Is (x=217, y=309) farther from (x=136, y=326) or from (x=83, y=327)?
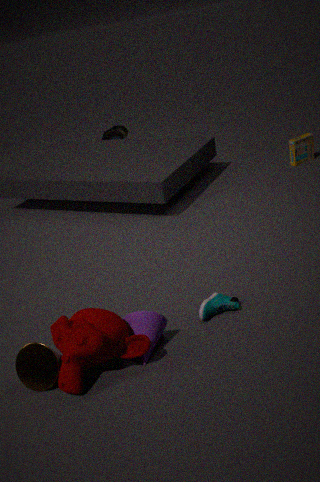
(x=83, y=327)
